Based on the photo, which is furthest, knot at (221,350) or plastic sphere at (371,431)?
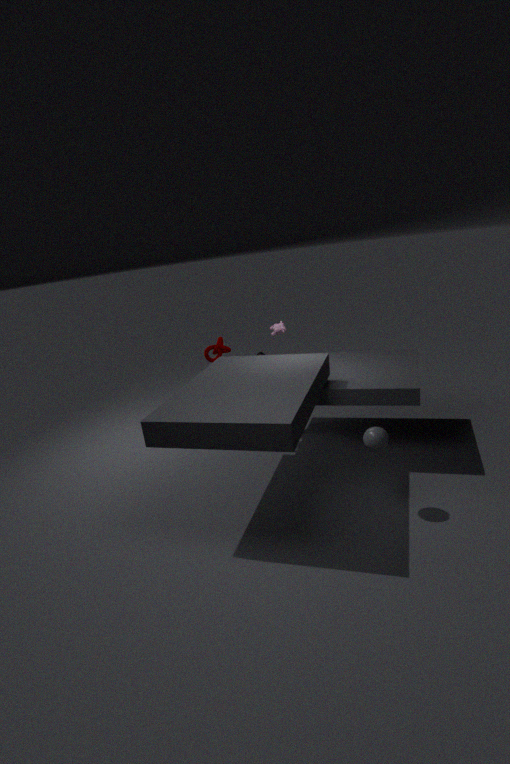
knot at (221,350)
